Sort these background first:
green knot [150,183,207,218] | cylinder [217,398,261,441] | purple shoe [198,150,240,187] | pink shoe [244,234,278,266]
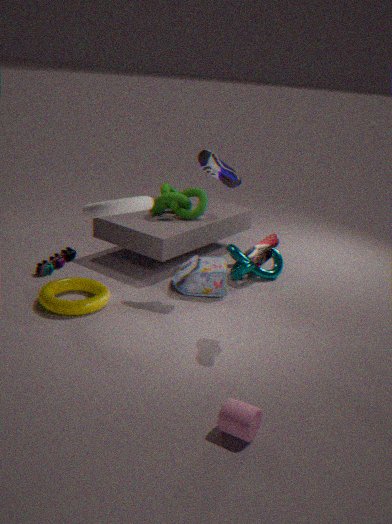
1. green knot [150,183,207,218]
2. purple shoe [198,150,240,187]
3. pink shoe [244,234,278,266]
4. cylinder [217,398,261,441]
